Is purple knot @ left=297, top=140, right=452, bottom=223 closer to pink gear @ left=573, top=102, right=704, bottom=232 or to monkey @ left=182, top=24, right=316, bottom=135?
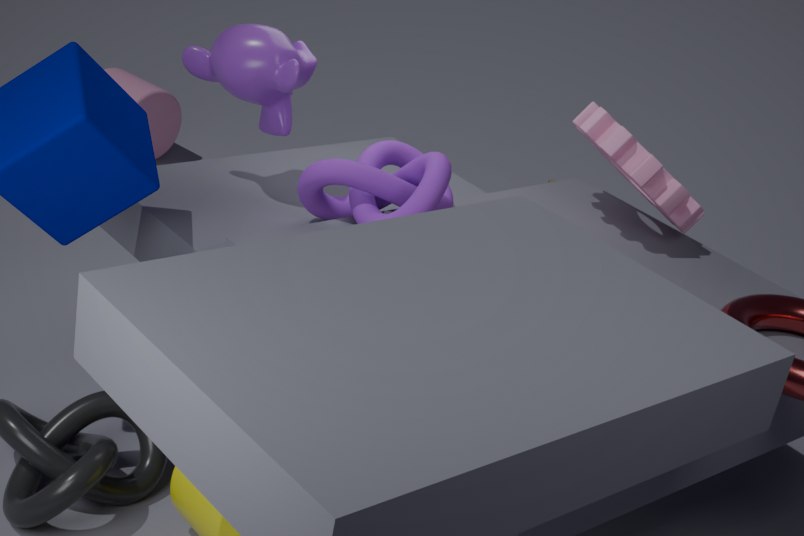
monkey @ left=182, top=24, right=316, bottom=135
